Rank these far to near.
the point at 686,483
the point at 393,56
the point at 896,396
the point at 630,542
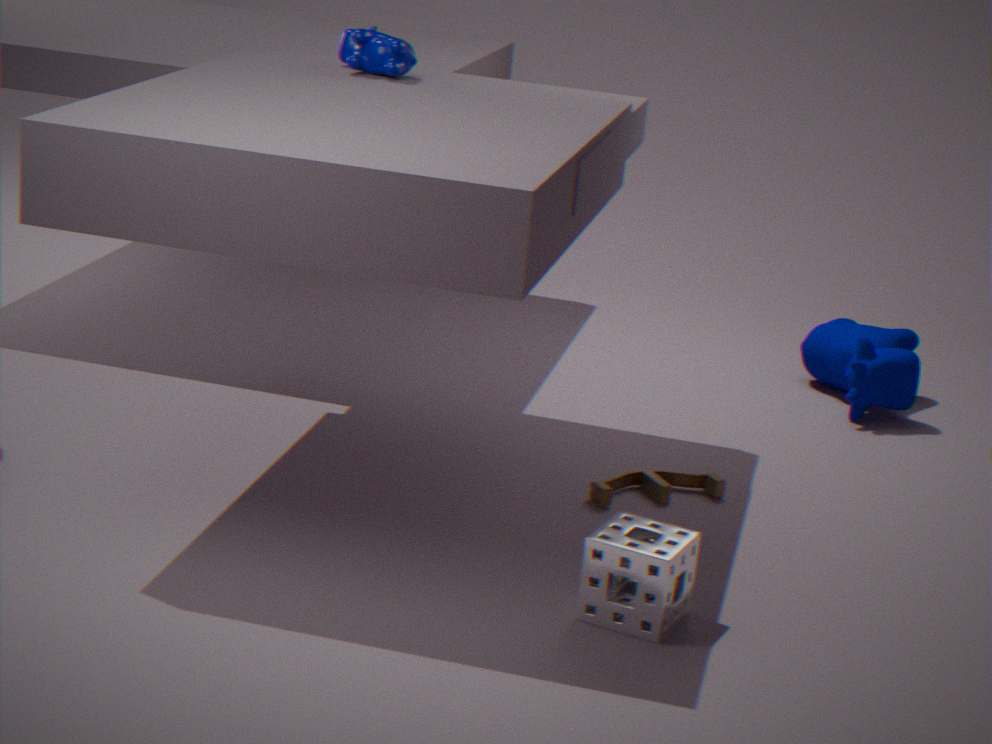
the point at 896,396 → the point at 686,483 → the point at 393,56 → the point at 630,542
